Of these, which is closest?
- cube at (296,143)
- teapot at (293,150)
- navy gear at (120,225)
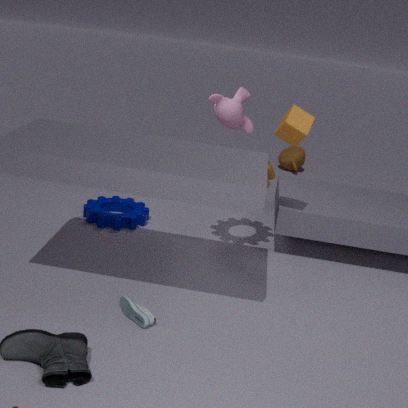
cube at (296,143)
